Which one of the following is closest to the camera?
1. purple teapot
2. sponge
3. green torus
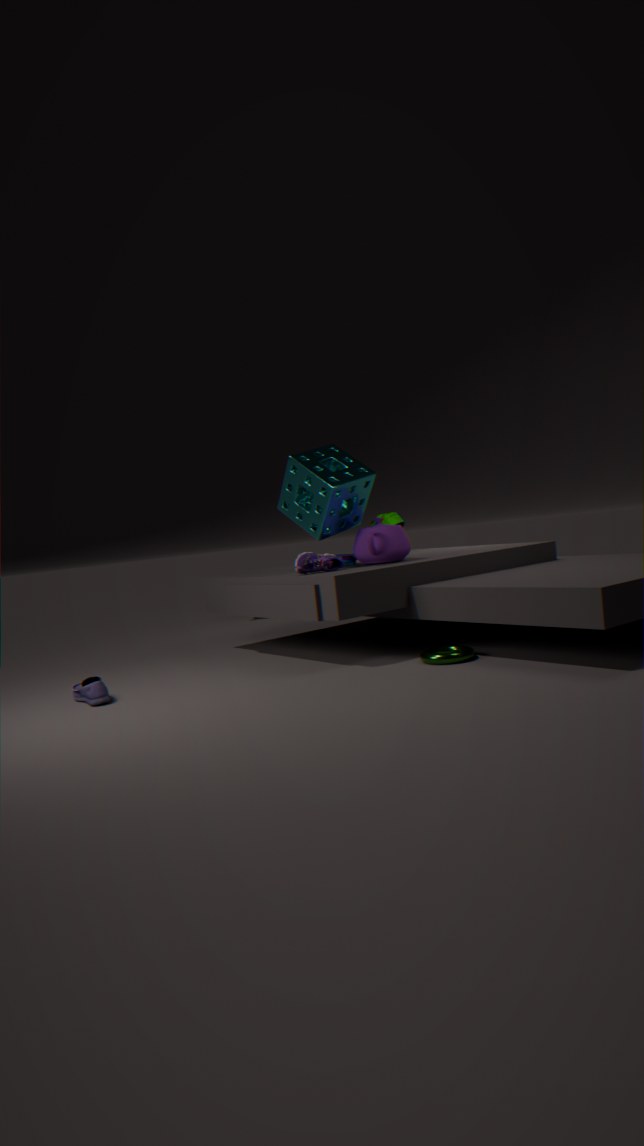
green torus
